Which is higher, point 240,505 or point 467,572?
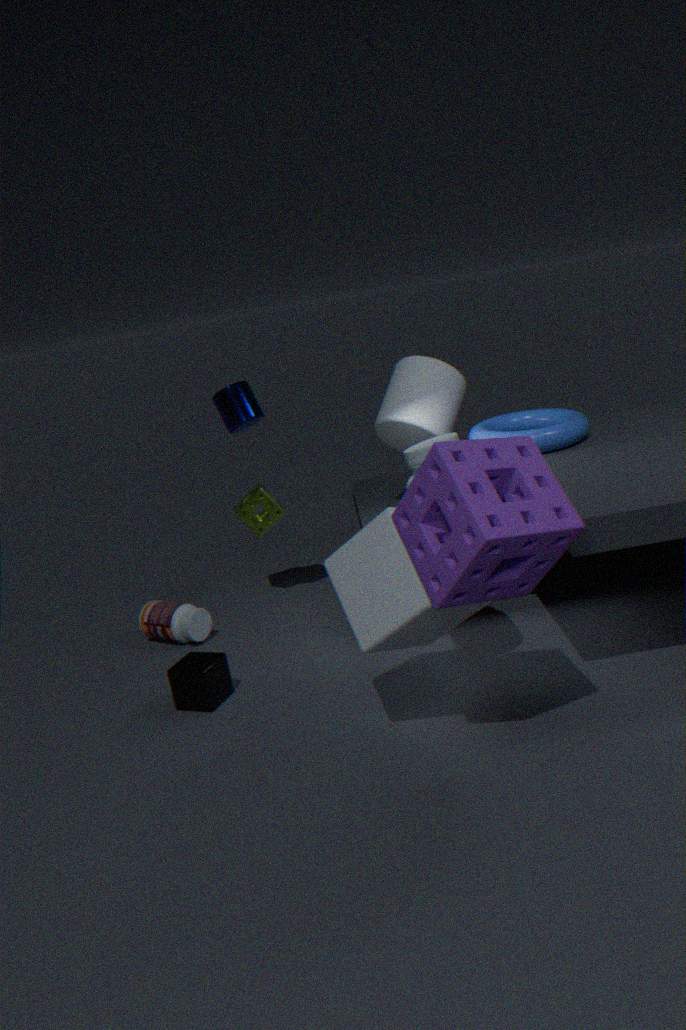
point 467,572
